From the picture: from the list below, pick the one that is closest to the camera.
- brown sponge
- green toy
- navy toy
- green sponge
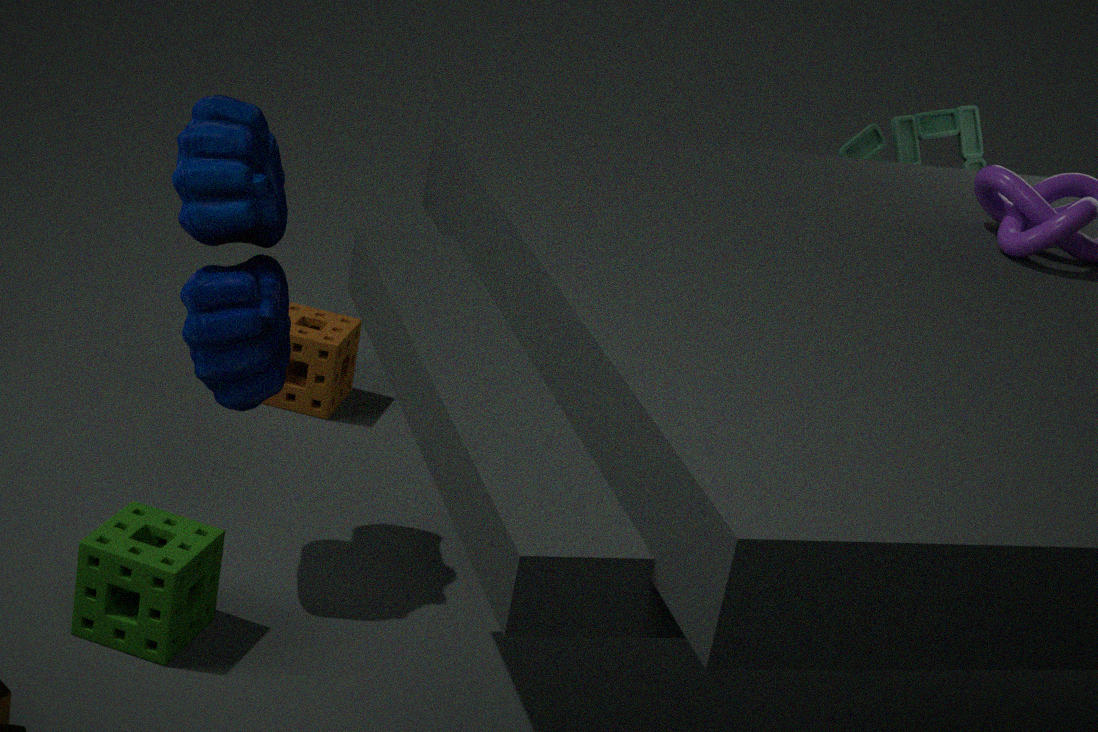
green sponge
